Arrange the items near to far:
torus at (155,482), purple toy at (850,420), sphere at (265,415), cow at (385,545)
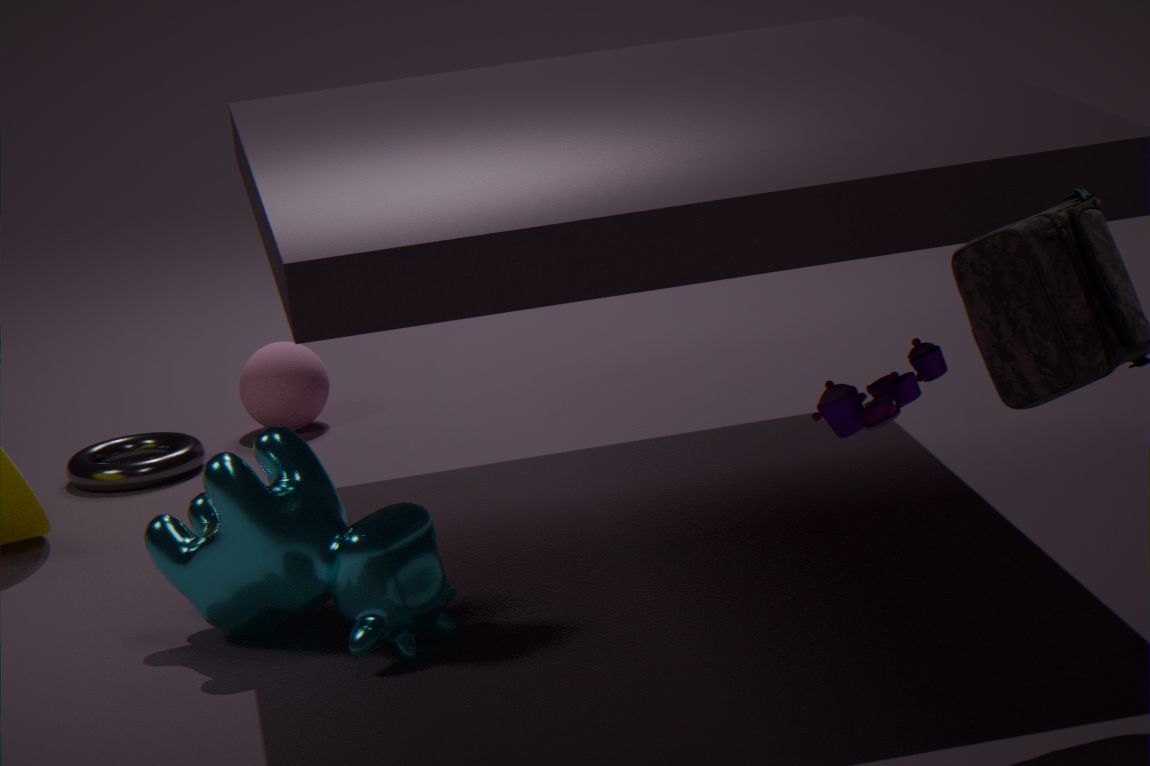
1. purple toy at (850,420)
2. cow at (385,545)
3. torus at (155,482)
4. sphere at (265,415)
